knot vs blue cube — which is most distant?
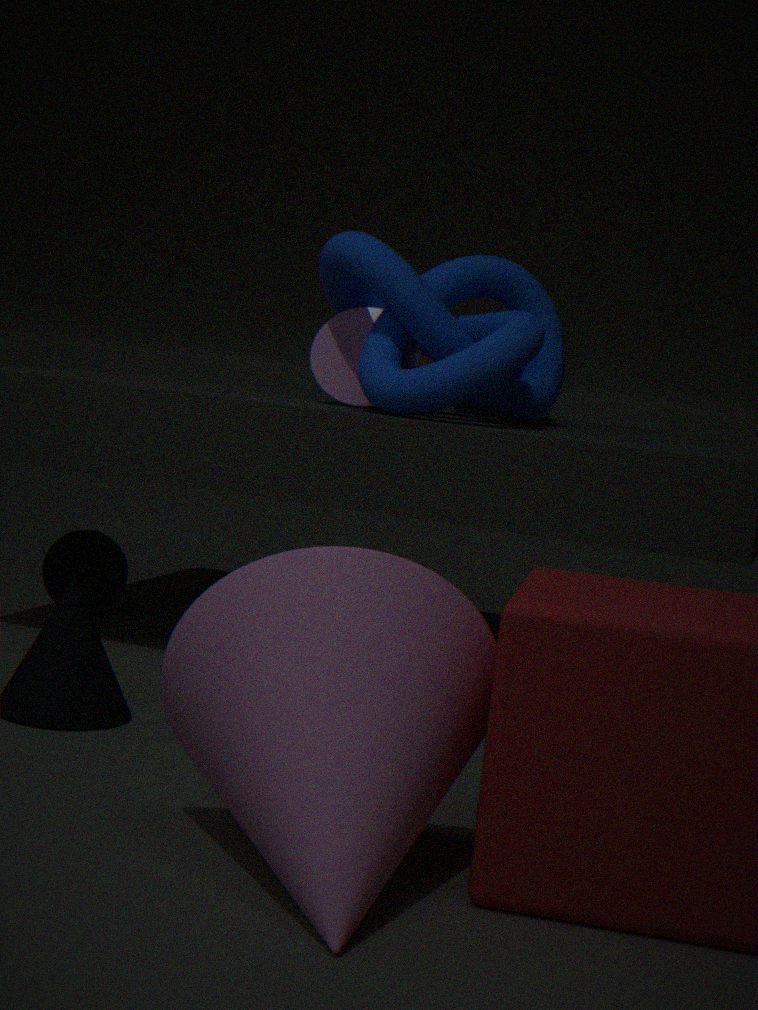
blue cube
